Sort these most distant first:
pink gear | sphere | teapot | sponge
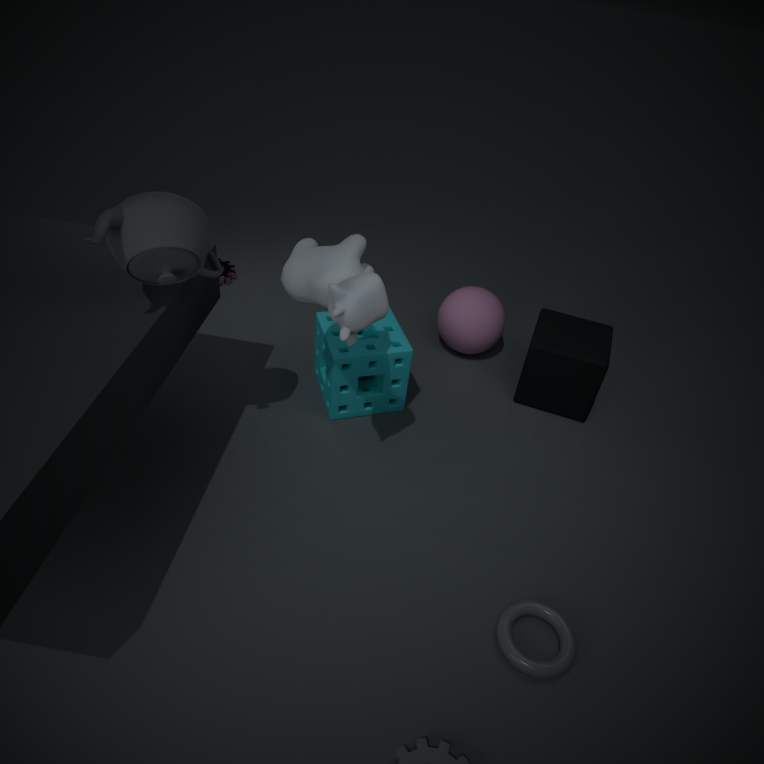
pink gear → sphere → sponge → teapot
